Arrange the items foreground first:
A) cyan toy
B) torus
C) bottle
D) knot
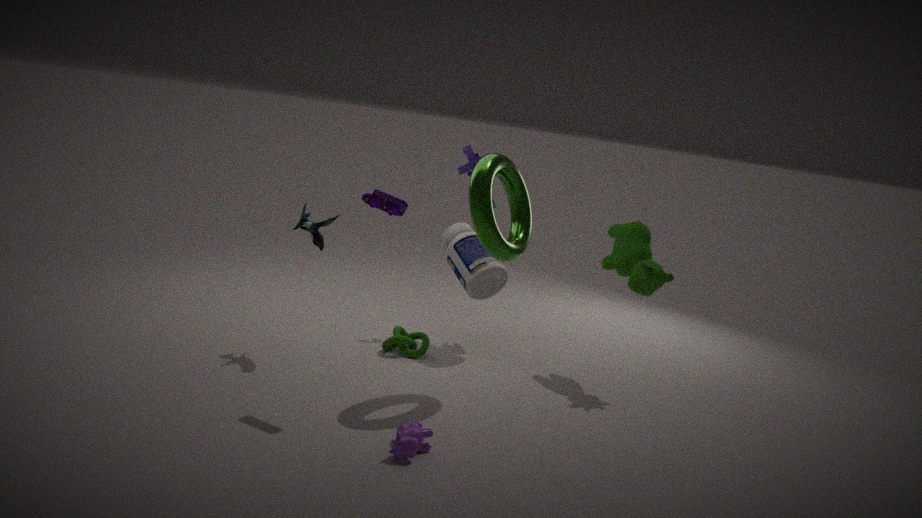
1. torus
2. cyan toy
3. knot
4. bottle
